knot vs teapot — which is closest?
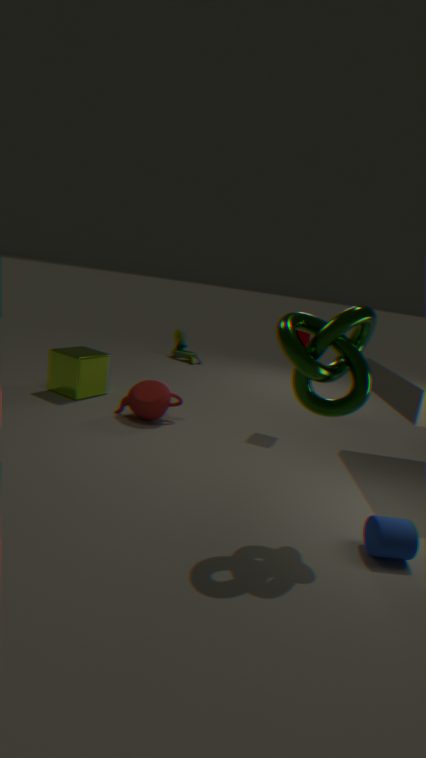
knot
